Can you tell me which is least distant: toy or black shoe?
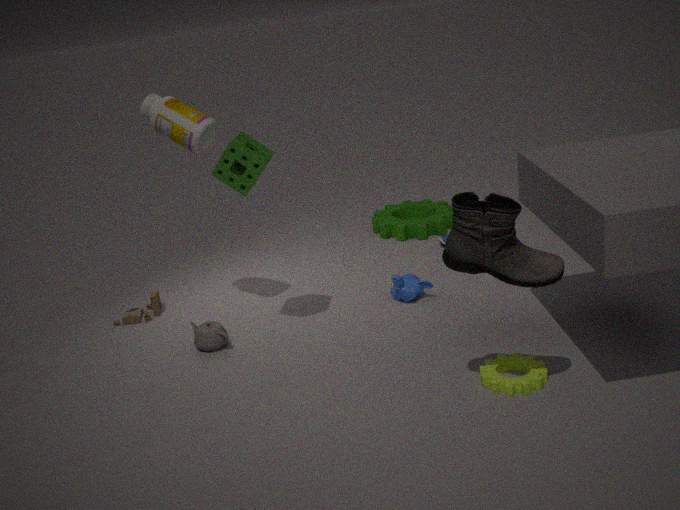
black shoe
